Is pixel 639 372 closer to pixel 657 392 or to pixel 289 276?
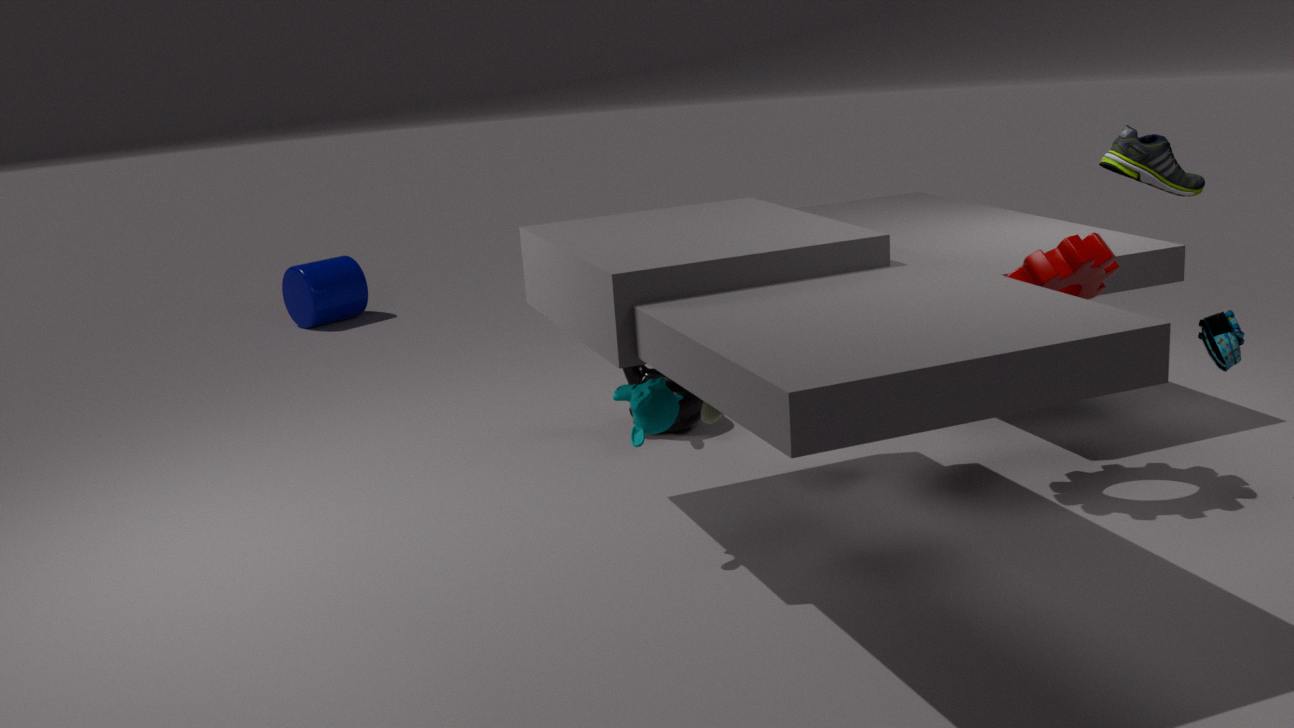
pixel 657 392
